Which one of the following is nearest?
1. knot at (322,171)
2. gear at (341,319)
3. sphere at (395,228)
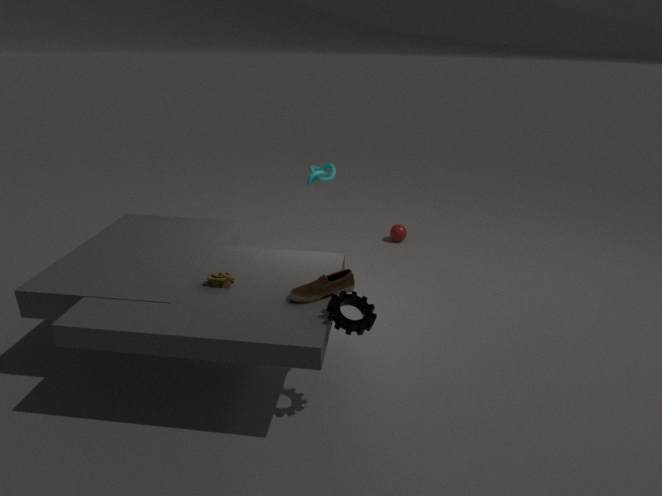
gear at (341,319)
